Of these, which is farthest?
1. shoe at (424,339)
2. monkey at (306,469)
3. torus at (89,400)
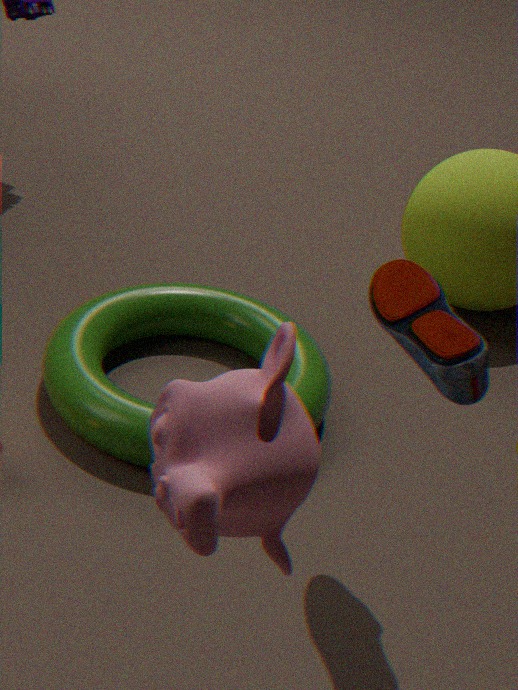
torus at (89,400)
